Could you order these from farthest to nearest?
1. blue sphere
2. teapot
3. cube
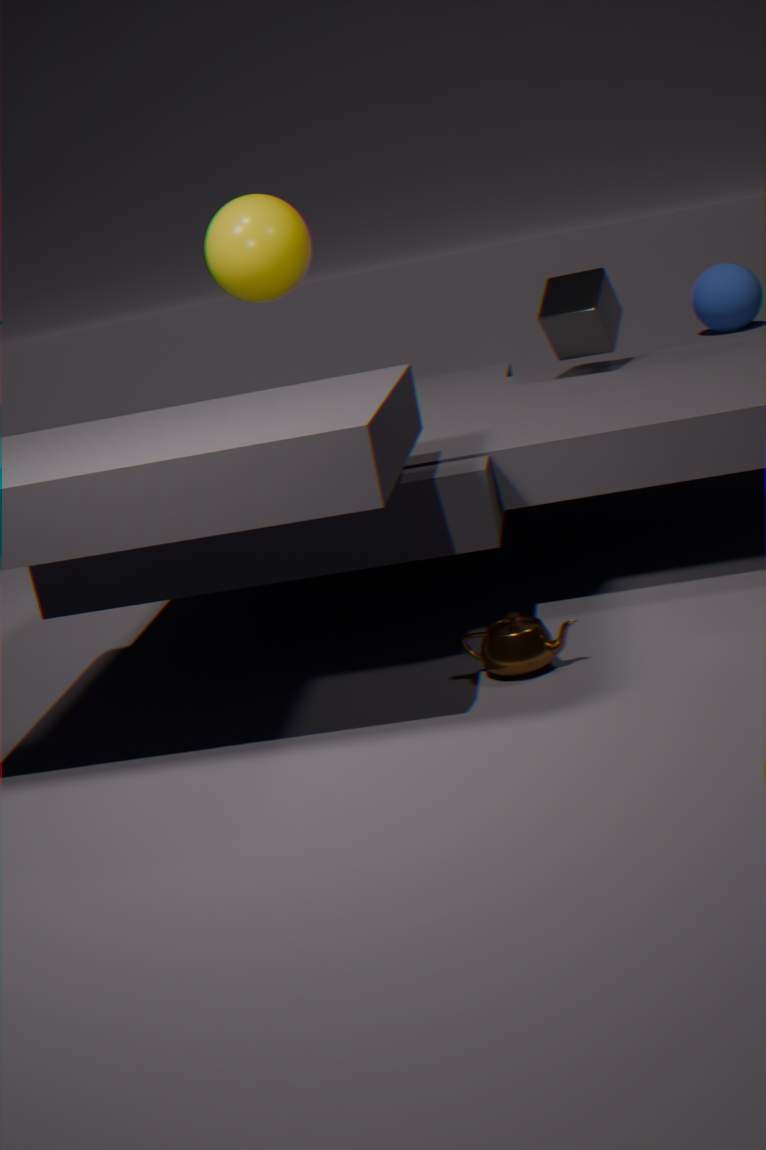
blue sphere < cube < teapot
